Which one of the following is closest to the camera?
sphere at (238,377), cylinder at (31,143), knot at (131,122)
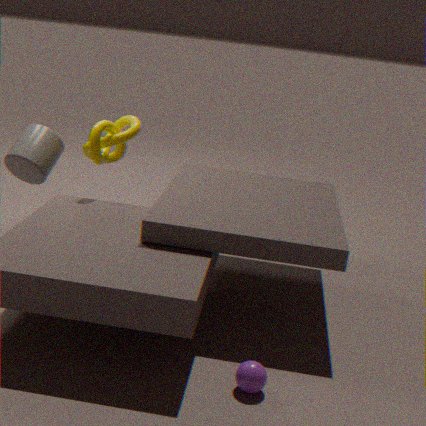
sphere at (238,377)
